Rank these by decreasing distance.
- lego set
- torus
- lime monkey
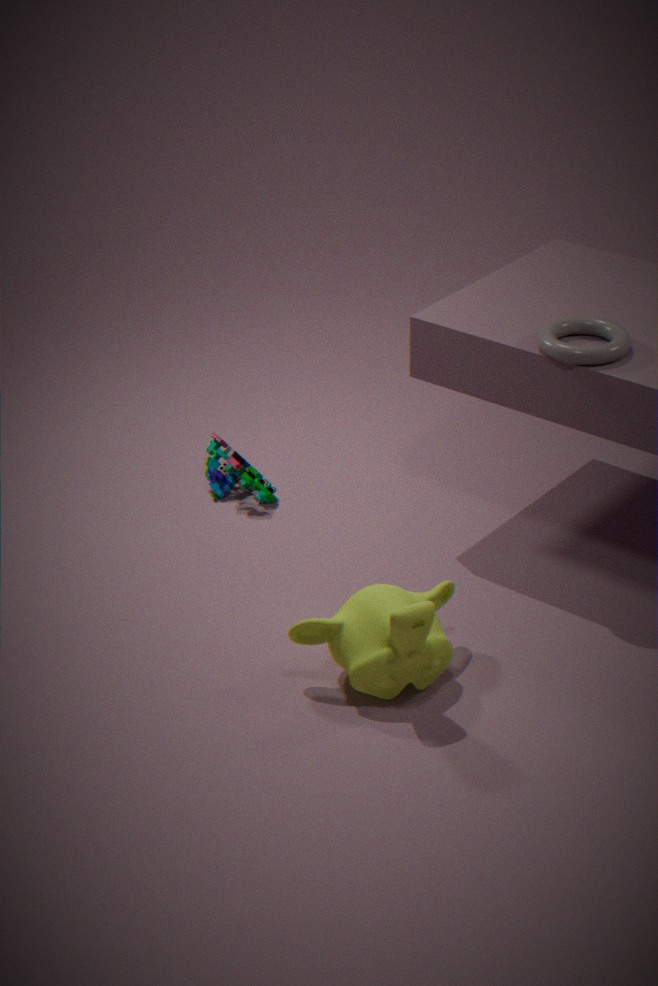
lego set
torus
lime monkey
